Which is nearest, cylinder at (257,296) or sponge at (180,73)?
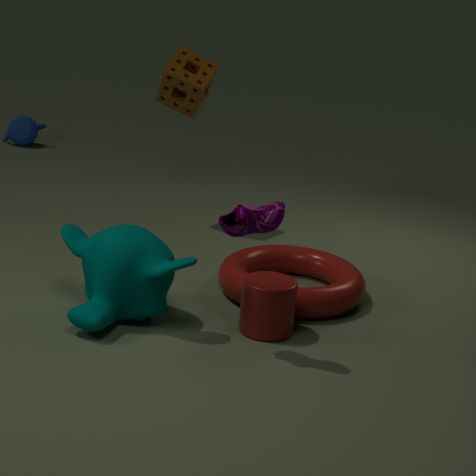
cylinder at (257,296)
